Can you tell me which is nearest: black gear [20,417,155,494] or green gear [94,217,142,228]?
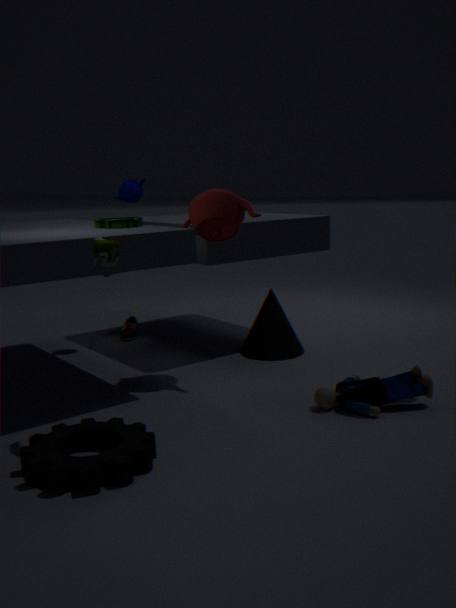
black gear [20,417,155,494]
